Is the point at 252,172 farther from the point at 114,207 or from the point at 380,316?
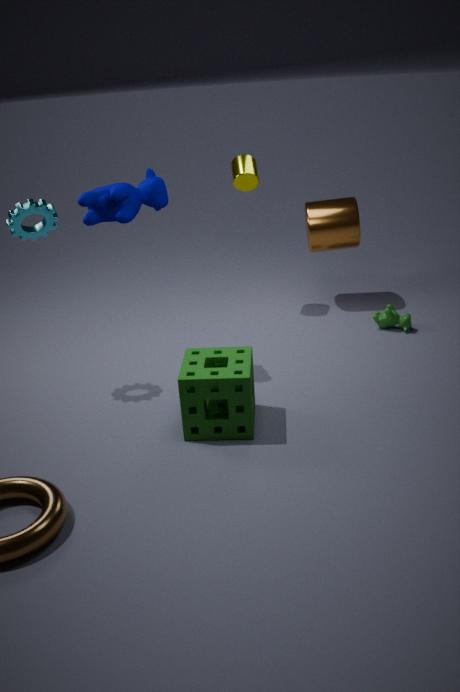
the point at 380,316
